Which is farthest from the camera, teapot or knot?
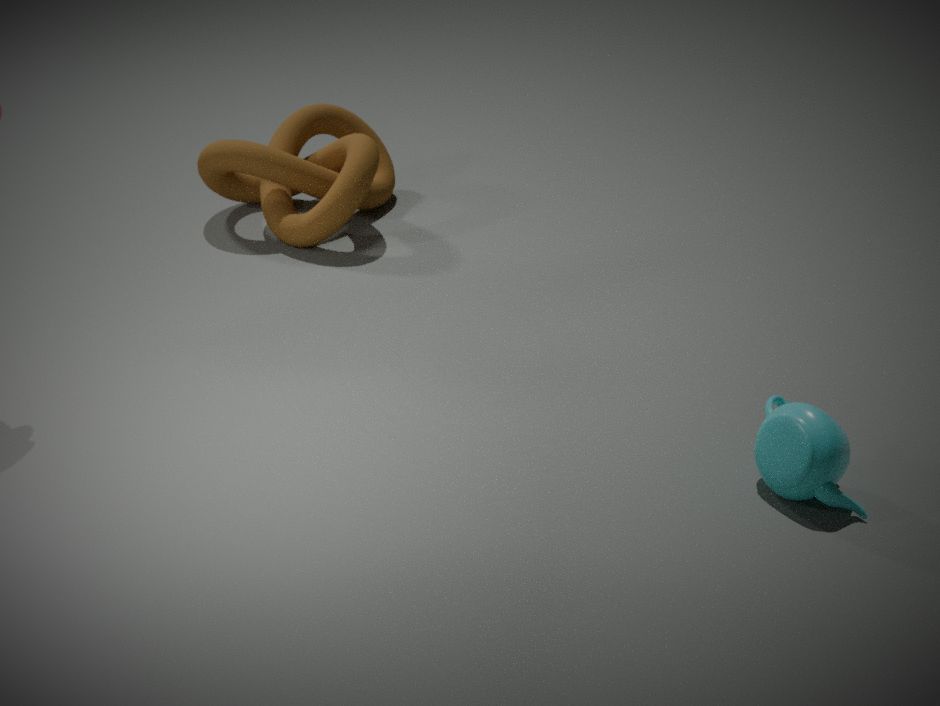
knot
